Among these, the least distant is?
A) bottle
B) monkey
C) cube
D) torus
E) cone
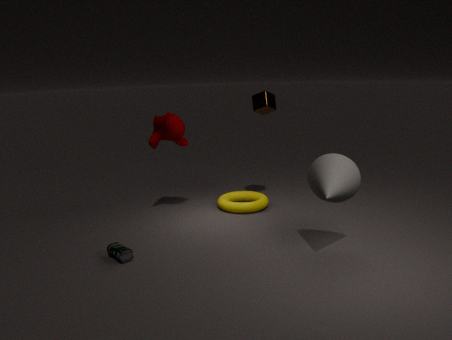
cone
